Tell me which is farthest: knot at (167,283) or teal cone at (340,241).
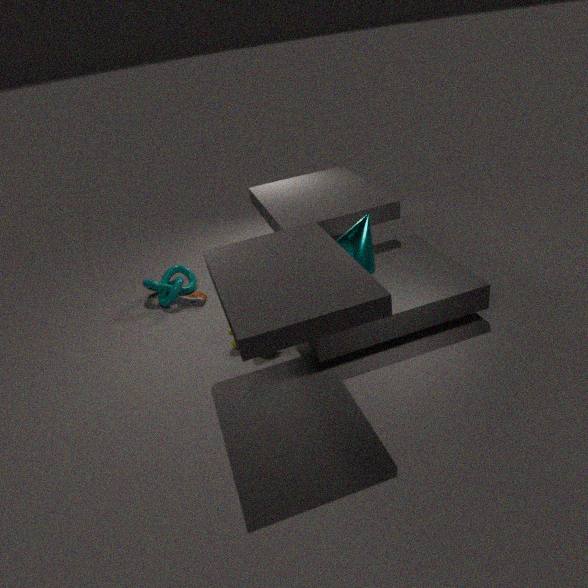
knot at (167,283)
